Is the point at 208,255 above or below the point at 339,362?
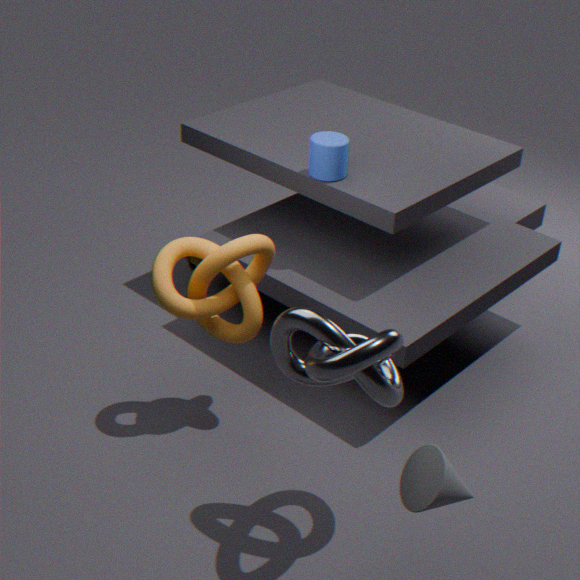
below
